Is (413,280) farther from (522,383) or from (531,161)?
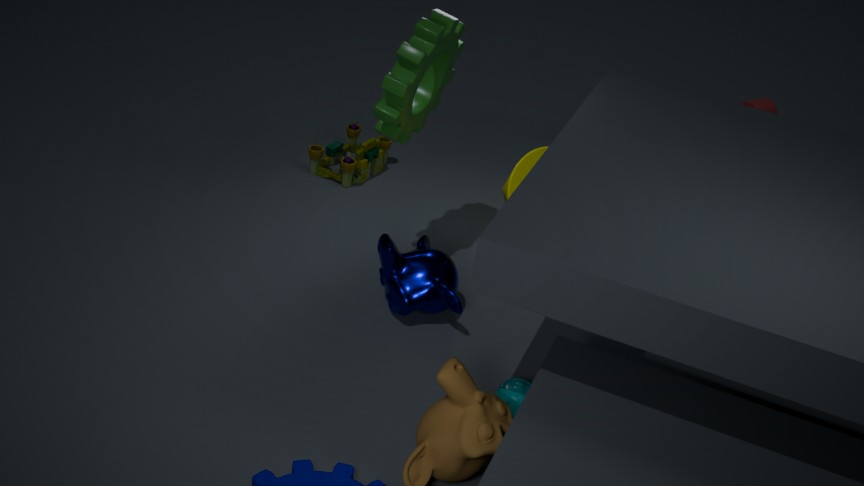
(531,161)
